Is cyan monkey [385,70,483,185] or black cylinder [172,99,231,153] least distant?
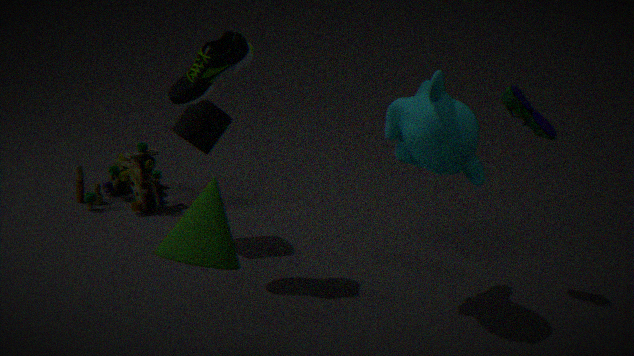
Answer: cyan monkey [385,70,483,185]
